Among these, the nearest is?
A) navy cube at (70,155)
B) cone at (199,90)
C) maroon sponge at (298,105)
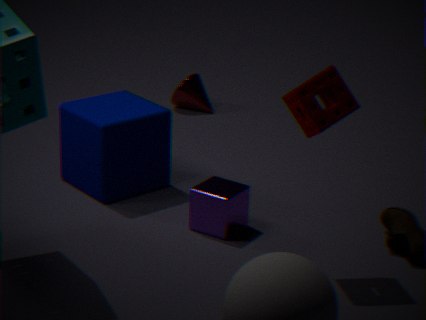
maroon sponge at (298,105)
